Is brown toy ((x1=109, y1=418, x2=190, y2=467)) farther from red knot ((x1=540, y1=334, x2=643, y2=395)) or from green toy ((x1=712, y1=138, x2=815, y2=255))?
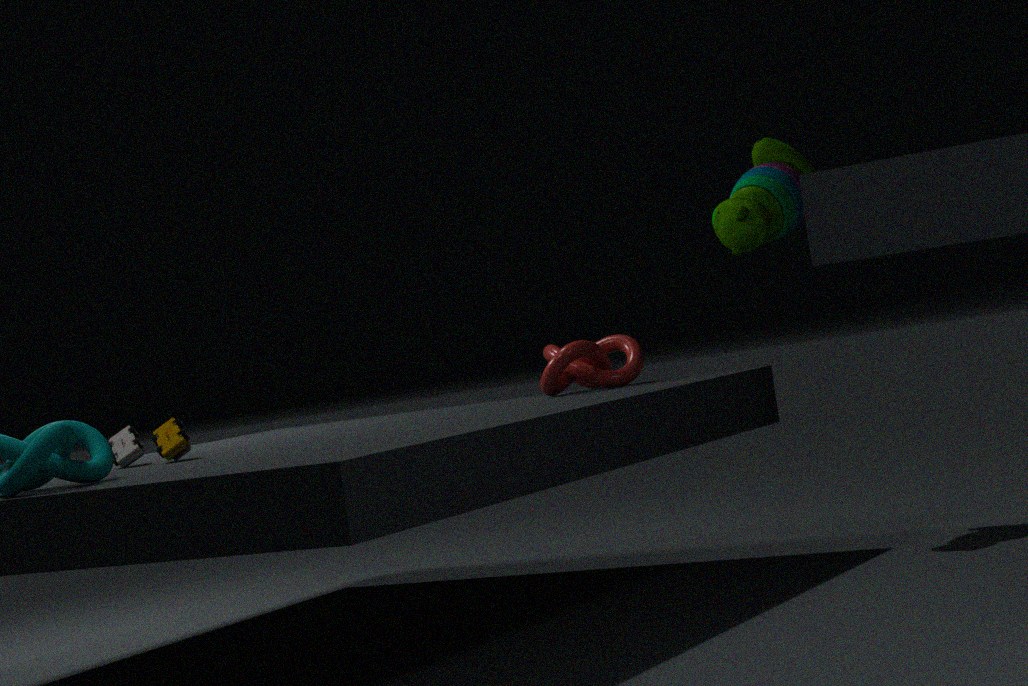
green toy ((x1=712, y1=138, x2=815, y2=255))
